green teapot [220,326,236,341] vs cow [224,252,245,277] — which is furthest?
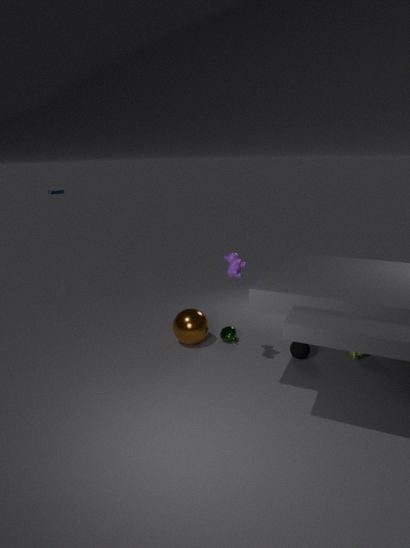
green teapot [220,326,236,341]
